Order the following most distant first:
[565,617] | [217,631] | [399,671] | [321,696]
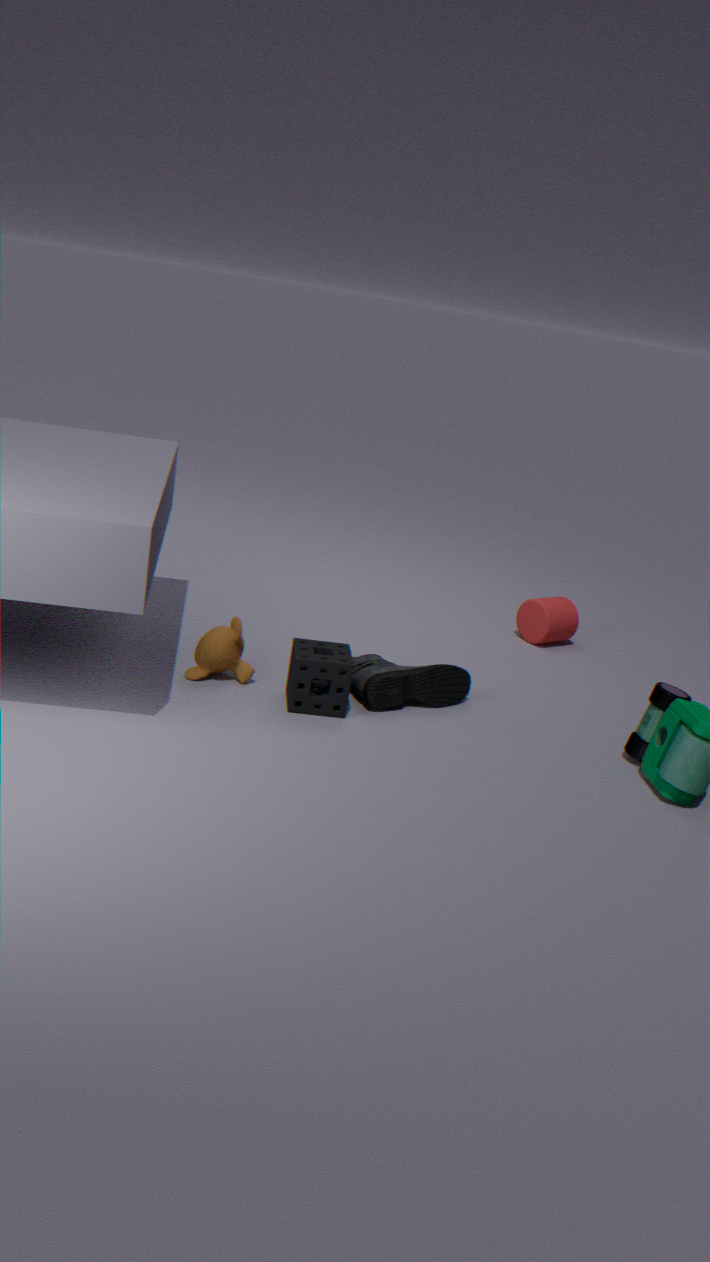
[565,617], [399,671], [217,631], [321,696]
